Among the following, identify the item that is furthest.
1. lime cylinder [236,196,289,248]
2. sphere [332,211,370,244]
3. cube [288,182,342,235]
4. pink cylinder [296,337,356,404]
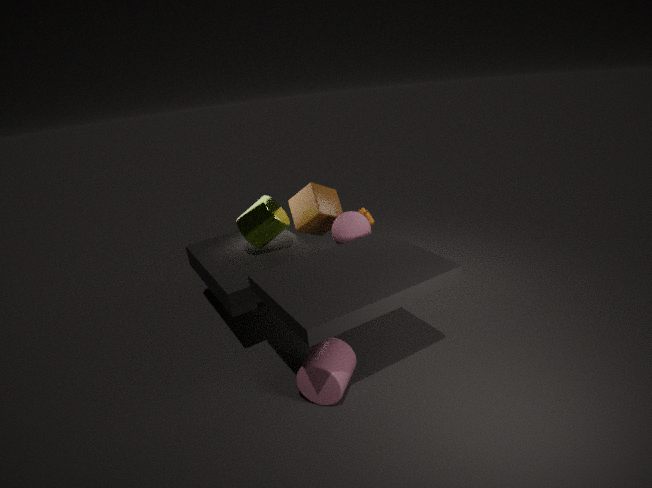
cube [288,182,342,235]
